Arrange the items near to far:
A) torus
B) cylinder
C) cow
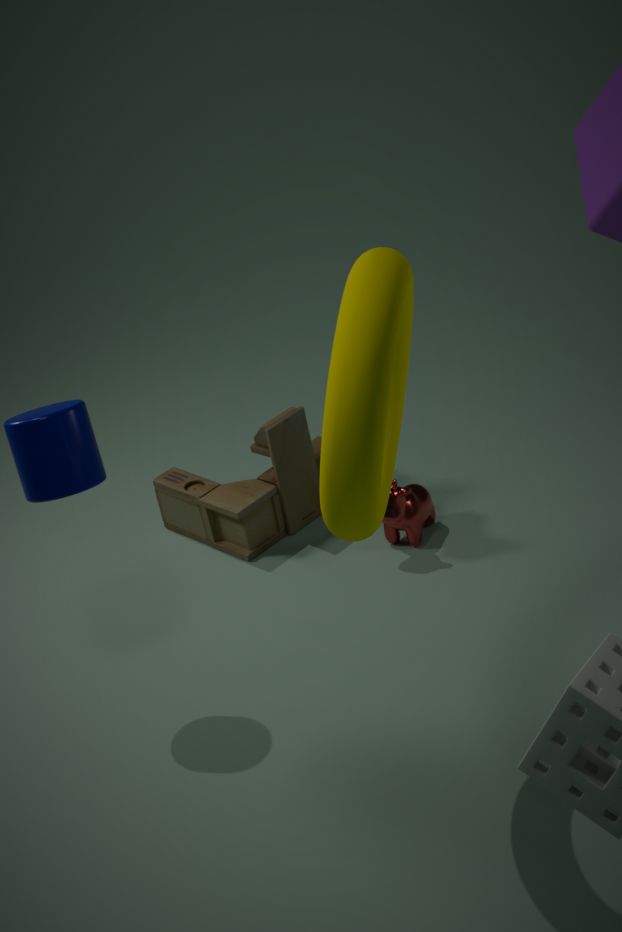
torus → cylinder → cow
